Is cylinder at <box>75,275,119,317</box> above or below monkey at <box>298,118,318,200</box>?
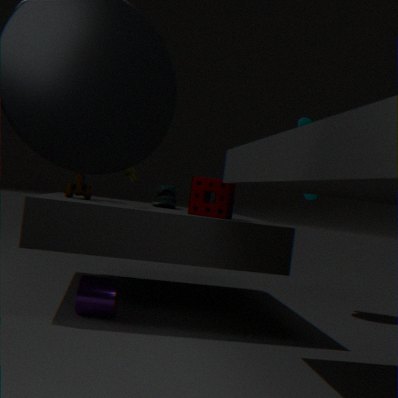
below
